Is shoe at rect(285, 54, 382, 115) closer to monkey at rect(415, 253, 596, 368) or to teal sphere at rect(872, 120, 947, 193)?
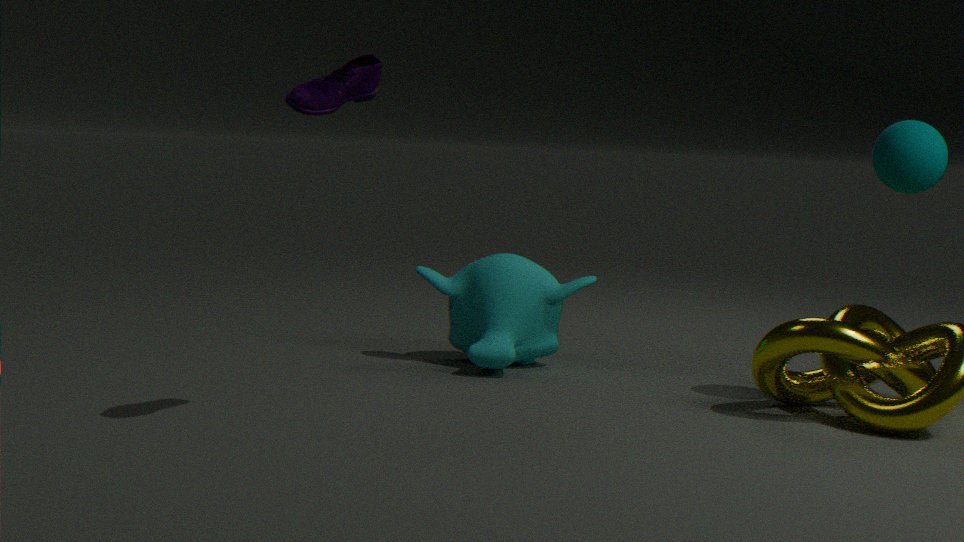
monkey at rect(415, 253, 596, 368)
